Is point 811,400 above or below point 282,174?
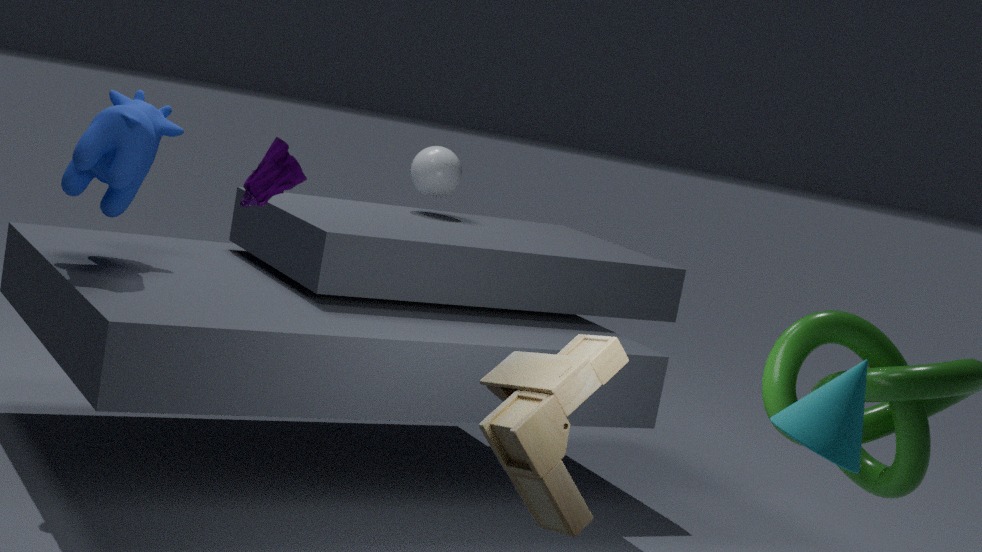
below
